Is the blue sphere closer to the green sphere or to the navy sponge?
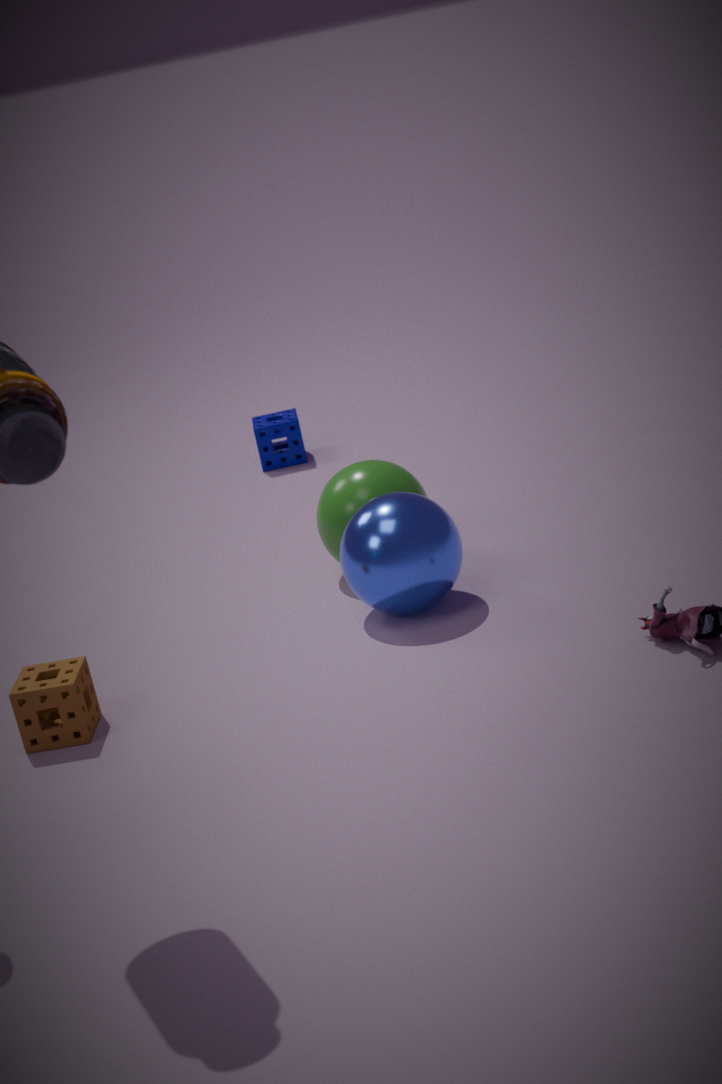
the green sphere
